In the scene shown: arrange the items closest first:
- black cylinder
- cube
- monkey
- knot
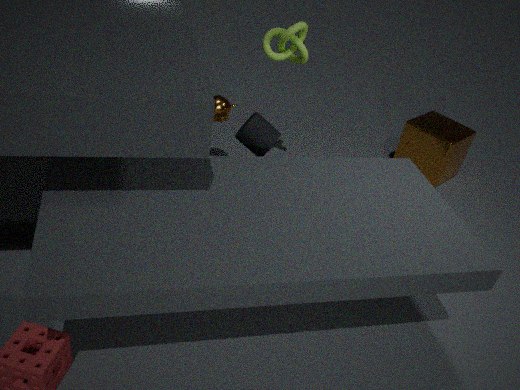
black cylinder
knot
monkey
cube
